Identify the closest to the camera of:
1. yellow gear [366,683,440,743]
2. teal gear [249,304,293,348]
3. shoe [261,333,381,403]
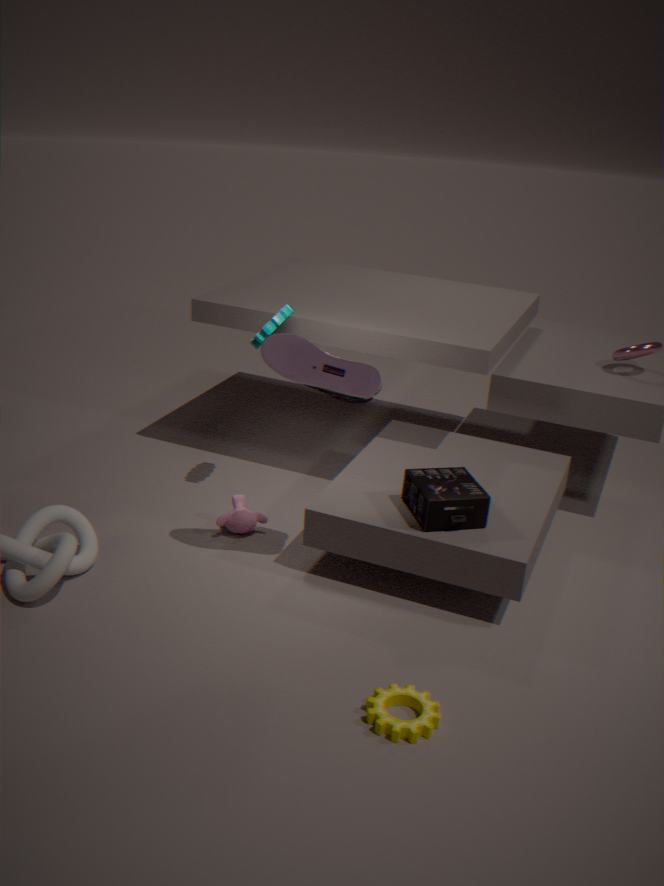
yellow gear [366,683,440,743]
